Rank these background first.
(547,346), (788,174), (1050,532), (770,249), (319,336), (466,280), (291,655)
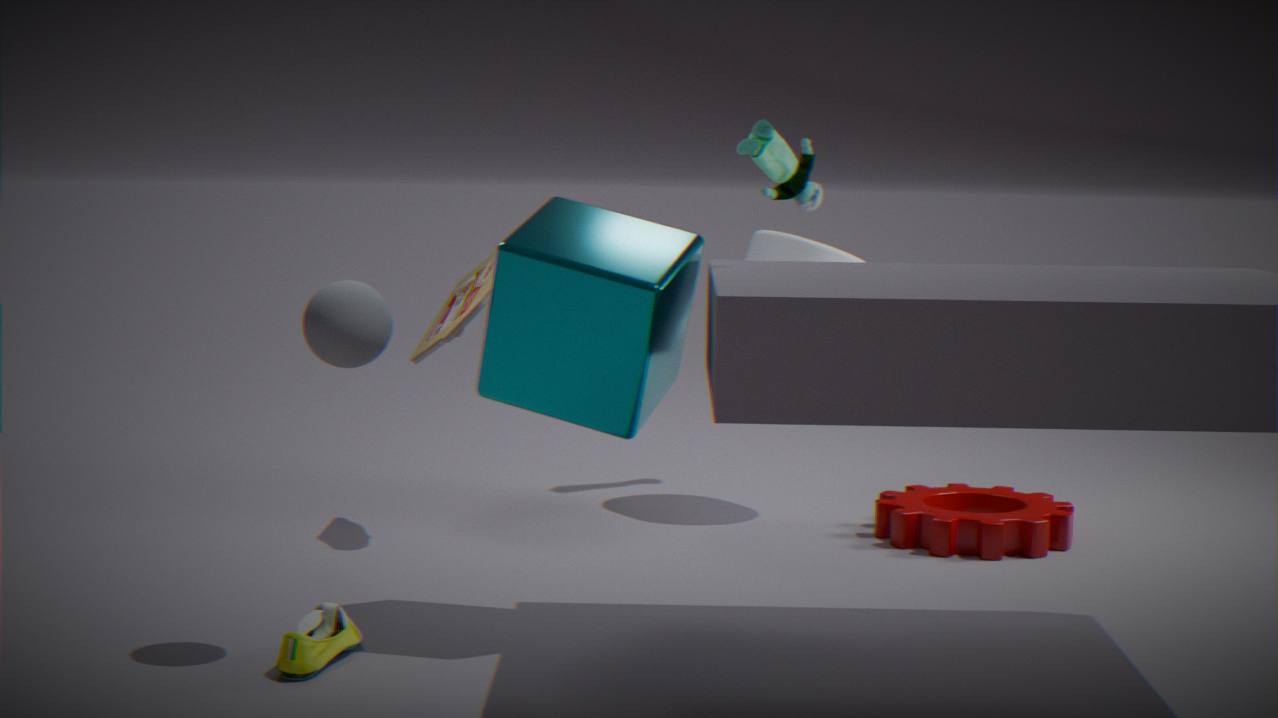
(788,174) → (770,249) → (466,280) → (1050,532) → (547,346) → (291,655) → (319,336)
